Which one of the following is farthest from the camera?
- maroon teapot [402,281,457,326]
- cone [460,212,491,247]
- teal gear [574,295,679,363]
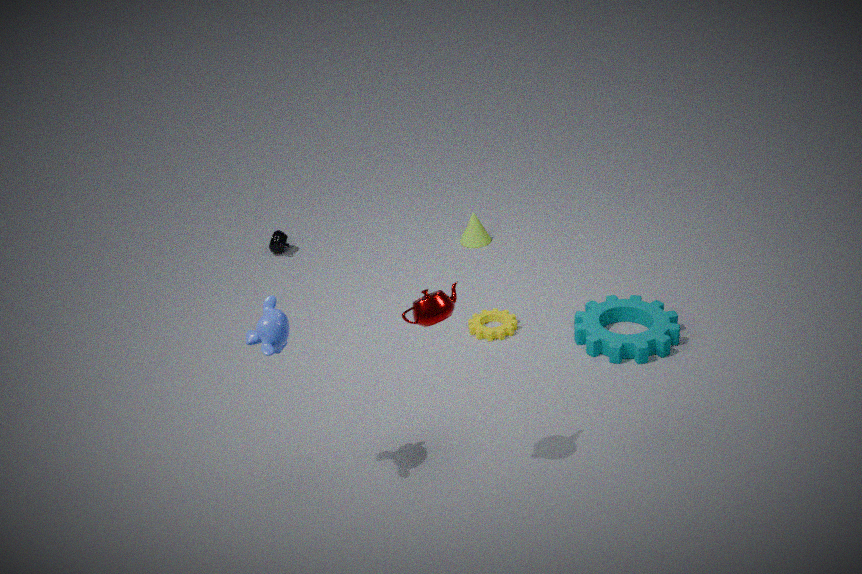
cone [460,212,491,247]
